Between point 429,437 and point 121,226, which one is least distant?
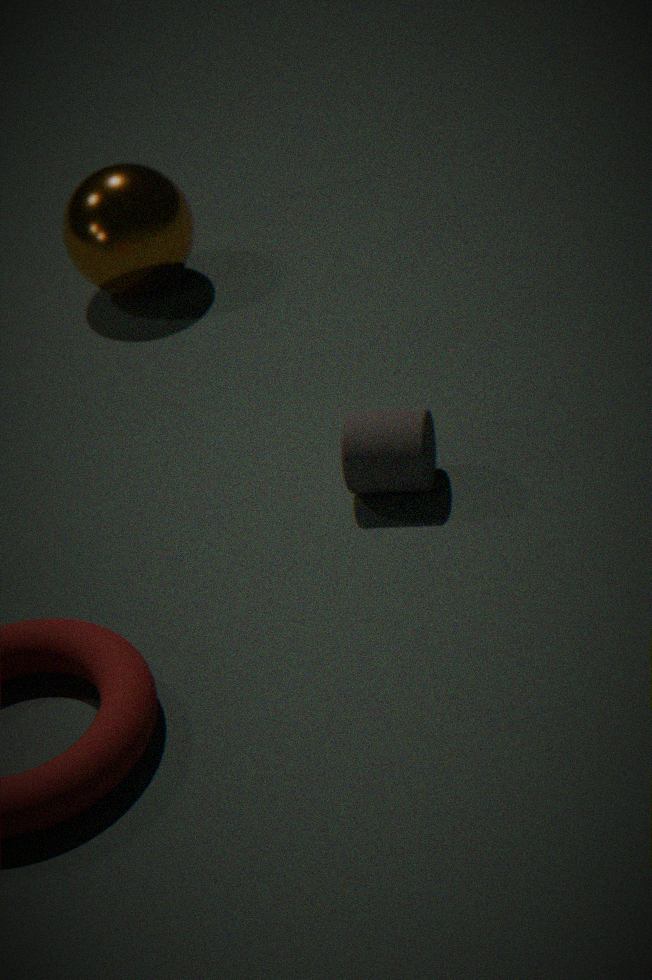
point 429,437
